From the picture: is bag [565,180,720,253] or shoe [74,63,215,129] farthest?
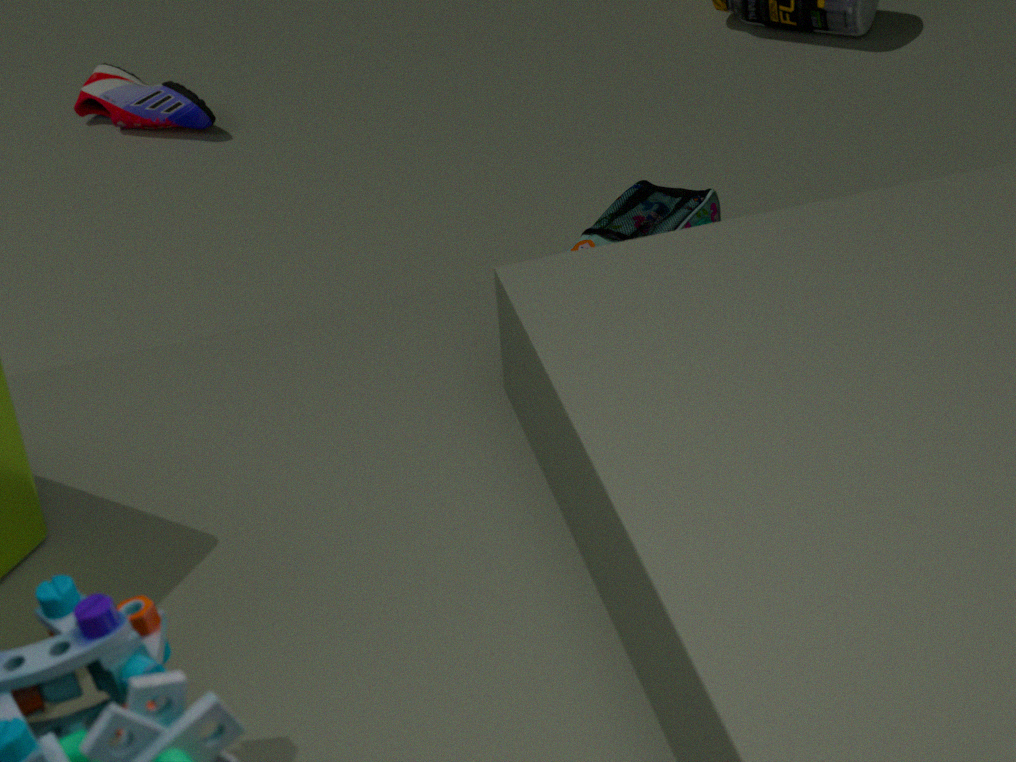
shoe [74,63,215,129]
